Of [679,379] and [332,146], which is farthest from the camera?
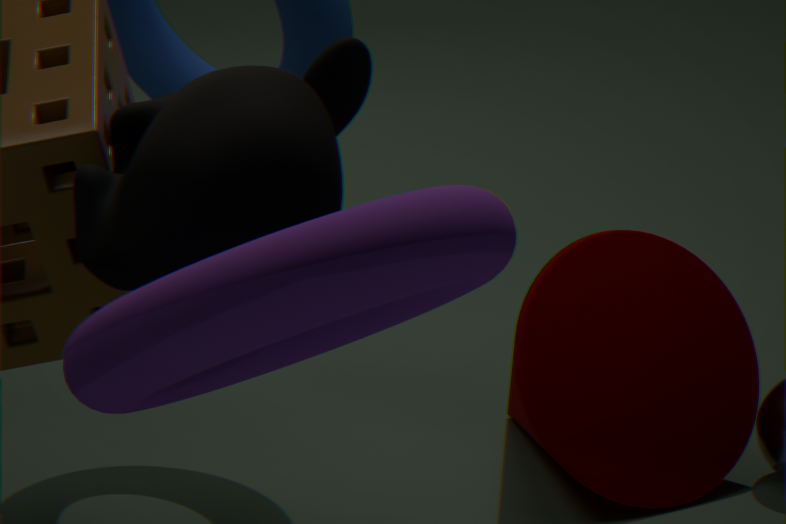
[679,379]
